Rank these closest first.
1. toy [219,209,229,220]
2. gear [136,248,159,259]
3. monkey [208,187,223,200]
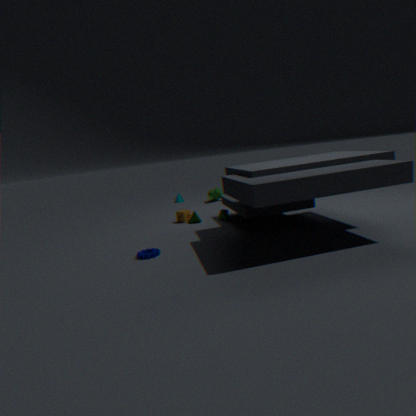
gear [136,248,159,259] → toy [219,209,229,220] → monkey [208,187,223,200]
